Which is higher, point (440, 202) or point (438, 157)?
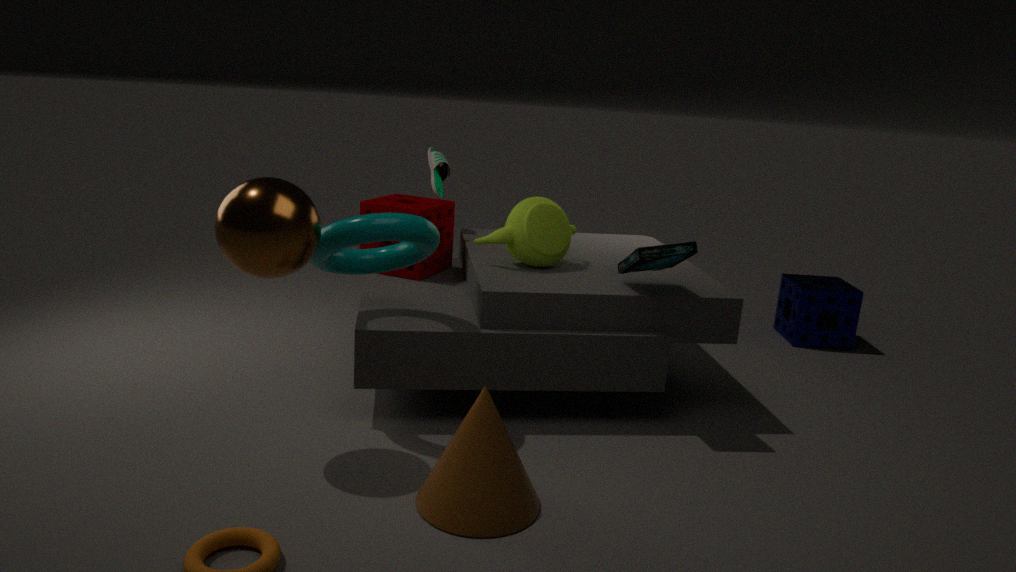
point (438, 157)
